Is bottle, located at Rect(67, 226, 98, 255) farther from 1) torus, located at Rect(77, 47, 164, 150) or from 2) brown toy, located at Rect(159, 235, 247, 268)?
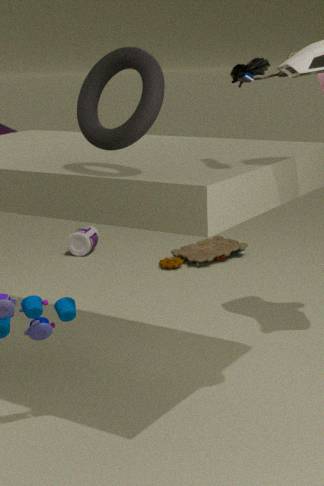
1) torus, located at Rect(77, 47, 164, 150)
